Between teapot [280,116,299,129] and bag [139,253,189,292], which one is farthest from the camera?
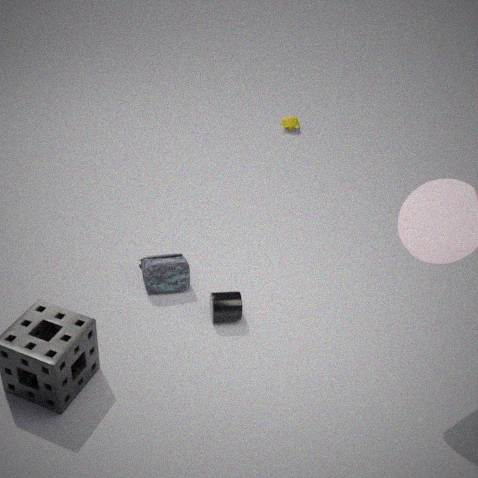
teapot [280,116,299,129]
